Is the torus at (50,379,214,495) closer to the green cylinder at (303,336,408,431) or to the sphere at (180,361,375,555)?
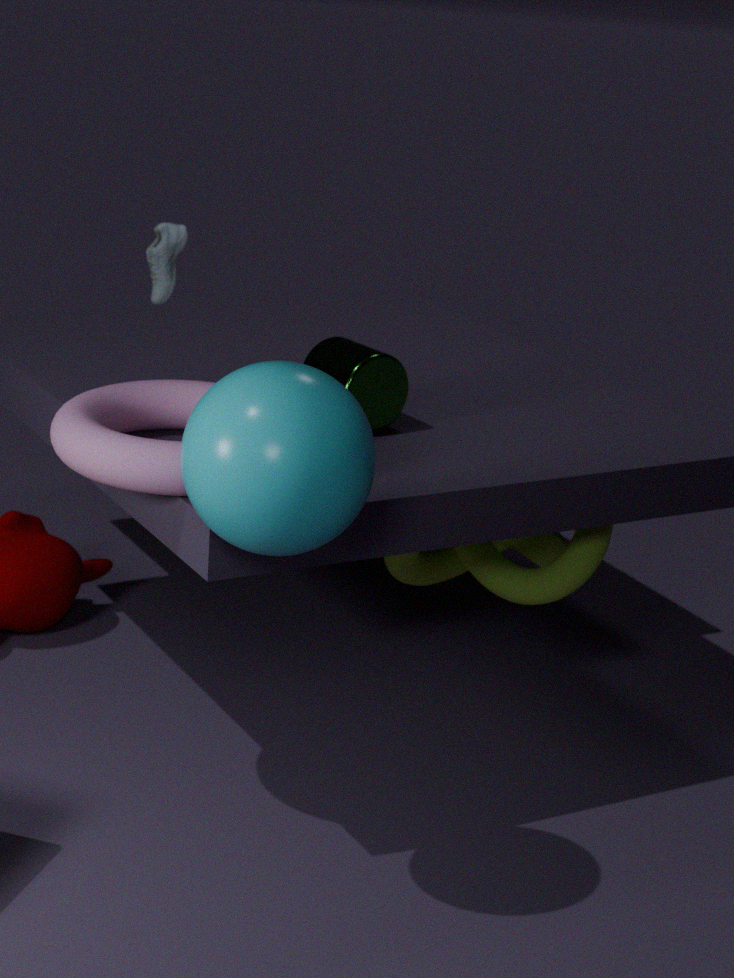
the sphere at (180,361,375,555)
